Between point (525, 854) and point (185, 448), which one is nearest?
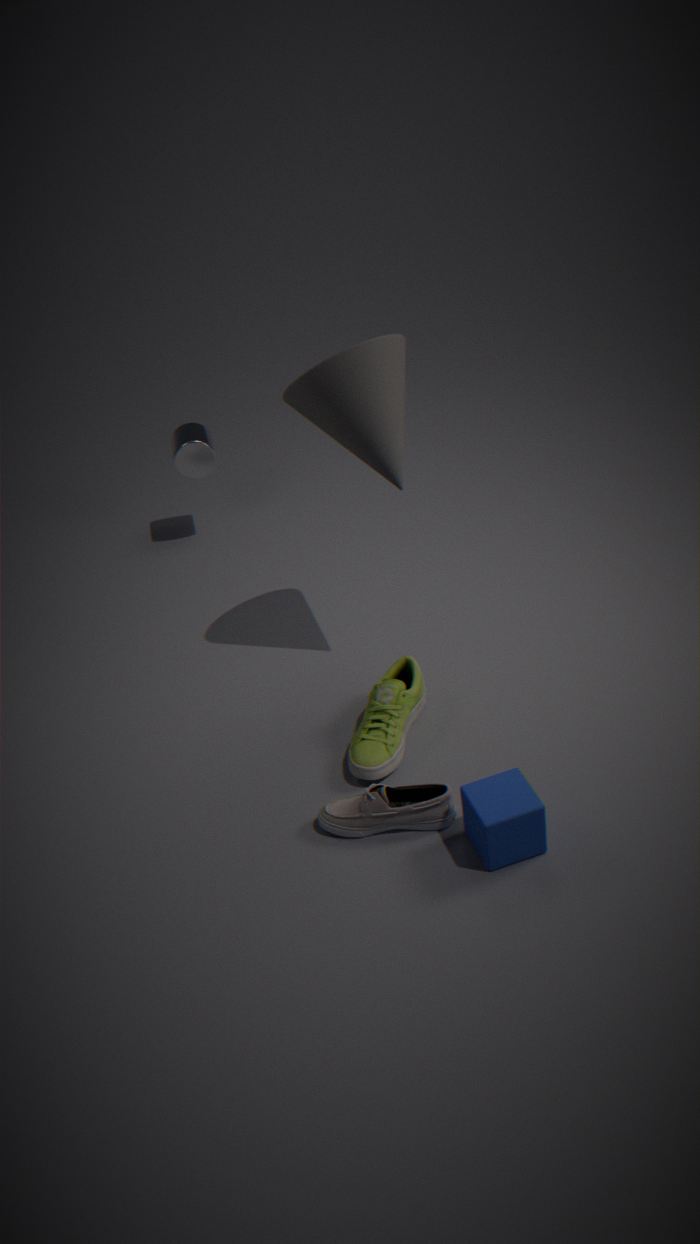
point (525, 854)
